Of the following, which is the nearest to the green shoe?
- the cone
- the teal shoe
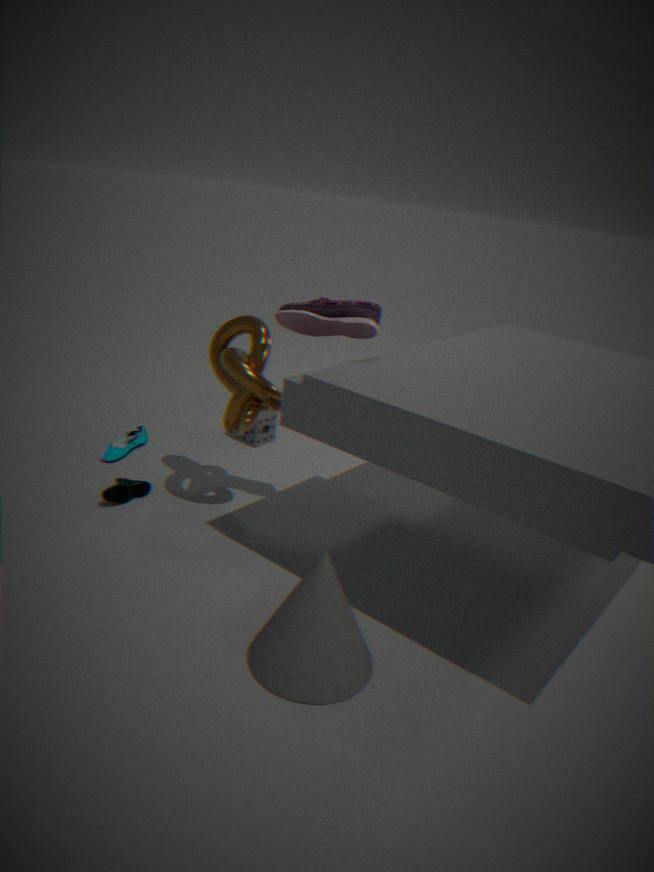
the teal shoe
